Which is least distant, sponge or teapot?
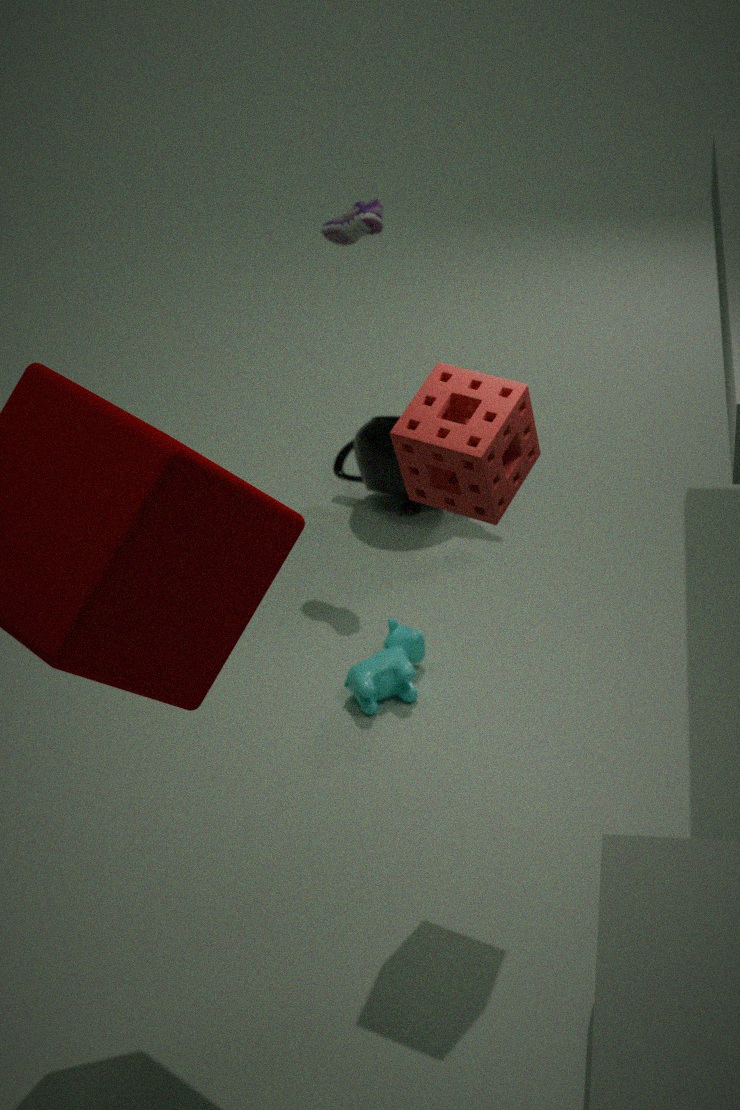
sponge
